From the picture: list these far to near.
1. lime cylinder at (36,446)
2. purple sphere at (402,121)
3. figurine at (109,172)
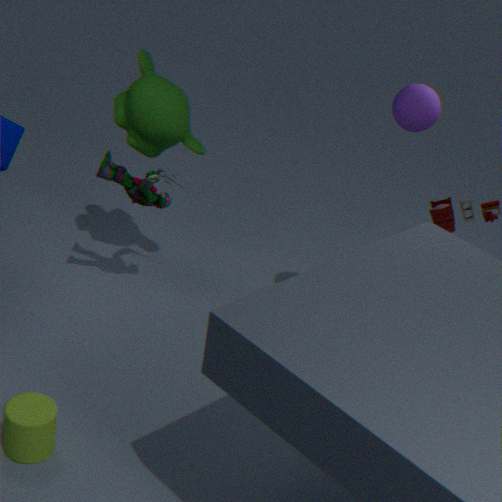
figurine at (109,172) < purple sphere at (402,121) < lime cylinder at (36,446)
